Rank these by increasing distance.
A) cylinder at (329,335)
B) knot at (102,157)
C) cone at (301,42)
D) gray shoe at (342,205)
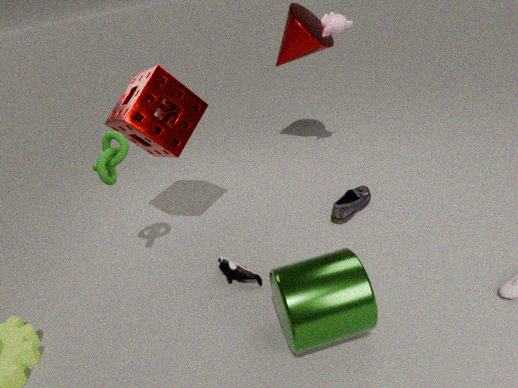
cylinder at (329,335)
knot at (102,157)
gray shoe at (342,205)
cone at (301,42)
